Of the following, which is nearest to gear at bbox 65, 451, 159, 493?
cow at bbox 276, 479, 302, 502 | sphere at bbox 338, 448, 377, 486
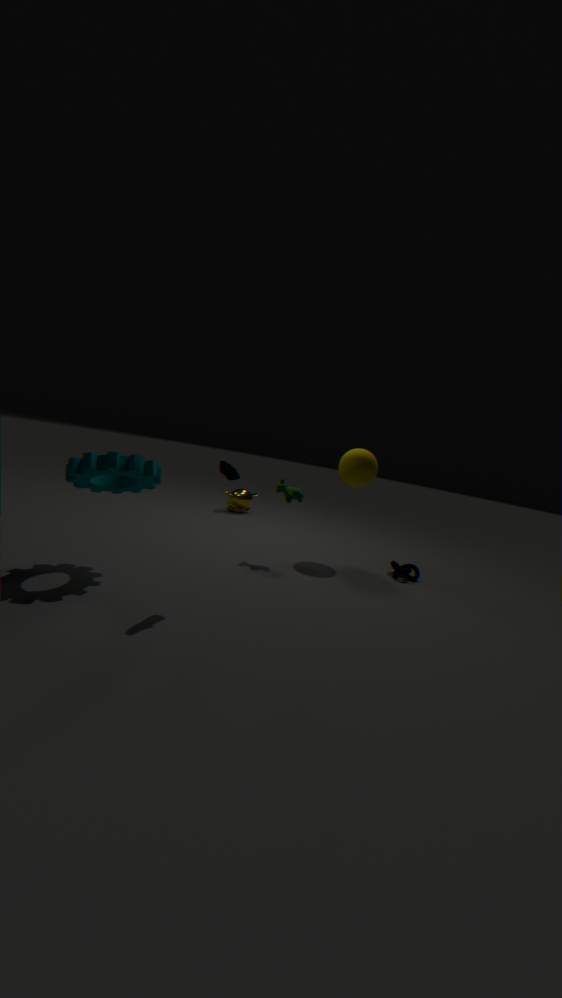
cow at bbox 276, 479, 302, 502
